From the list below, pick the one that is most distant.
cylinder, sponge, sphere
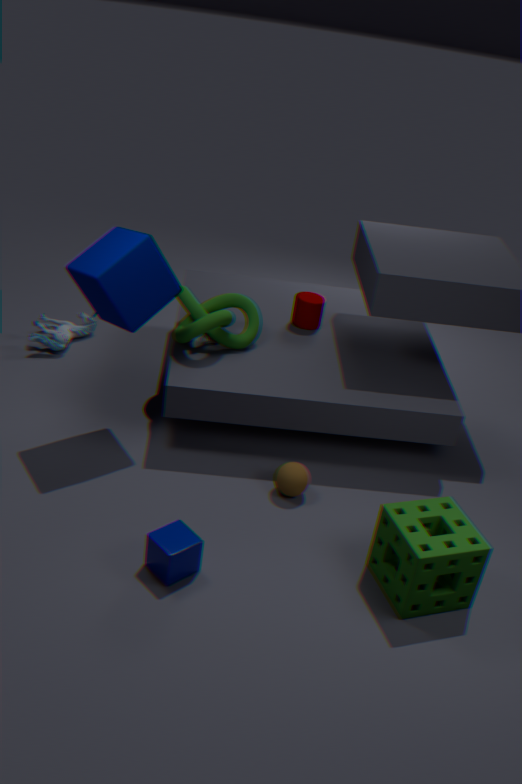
cylinder
